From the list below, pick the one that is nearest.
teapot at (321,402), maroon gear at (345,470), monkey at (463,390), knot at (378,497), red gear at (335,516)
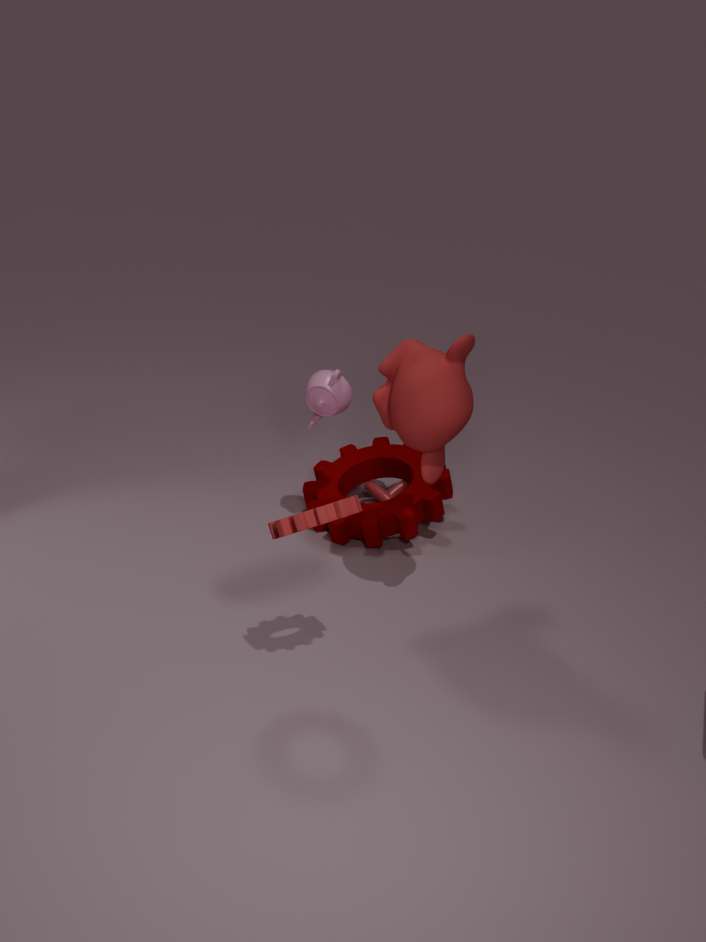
red gear at (335,516)
